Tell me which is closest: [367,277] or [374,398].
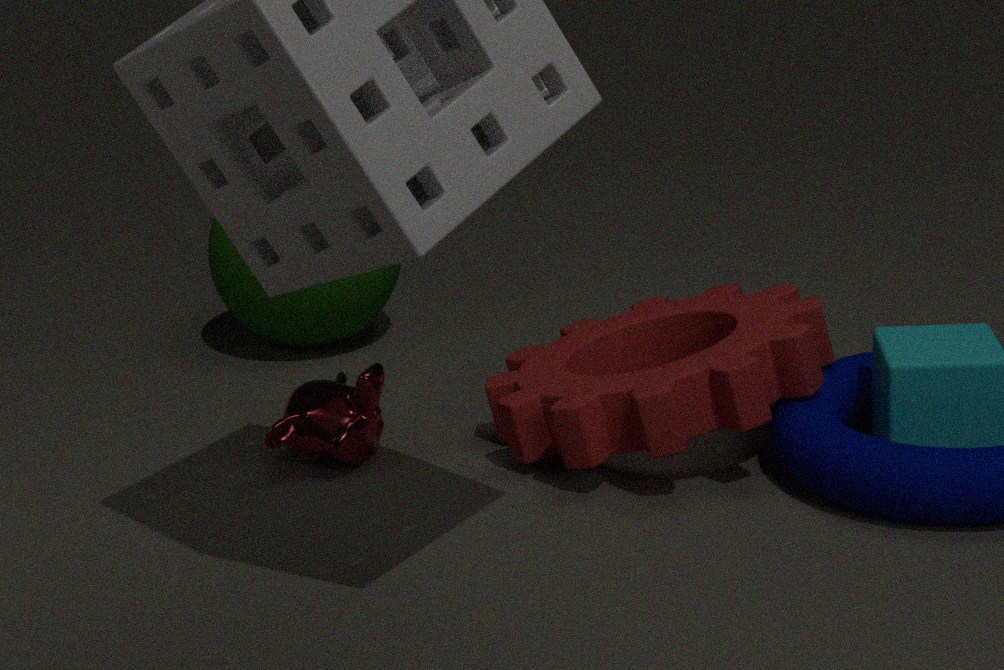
[374,398]
